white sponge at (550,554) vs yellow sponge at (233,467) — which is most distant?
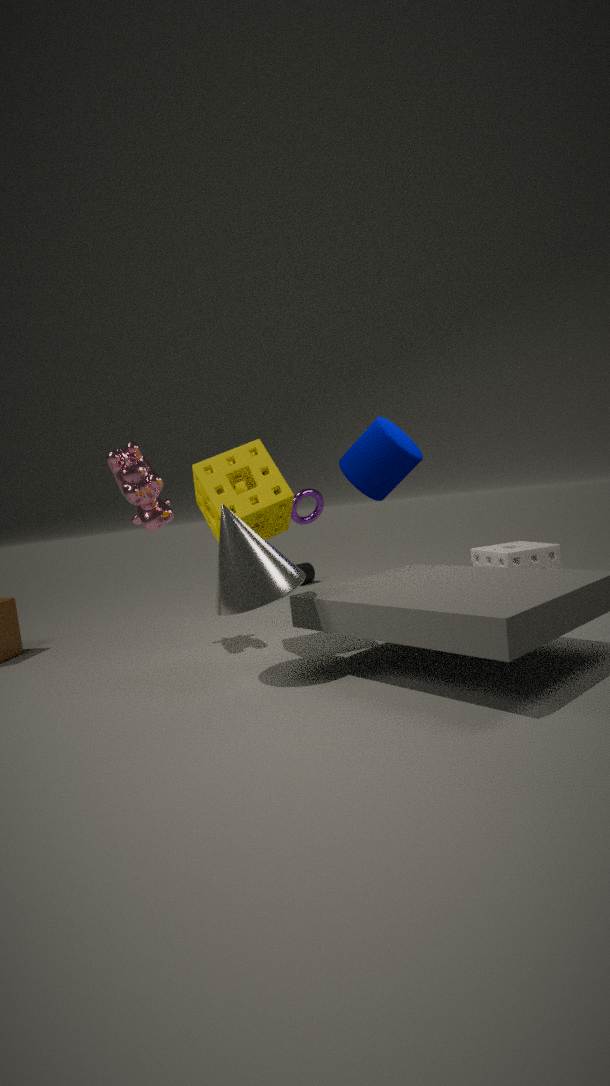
white sponge at (550,554)
